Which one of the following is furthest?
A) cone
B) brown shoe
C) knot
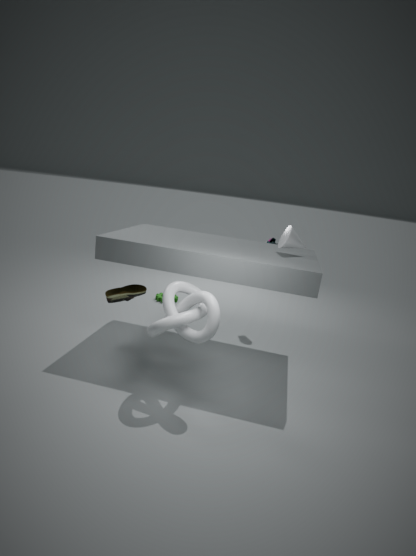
brown shoe
